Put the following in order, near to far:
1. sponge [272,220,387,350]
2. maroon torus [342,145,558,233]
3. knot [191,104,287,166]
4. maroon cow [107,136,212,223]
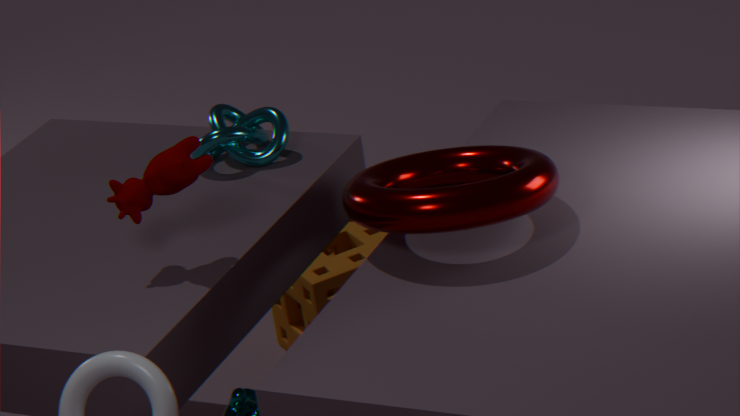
maroon cow [107,136,212,223] < maroon torus [342,145,558,233] < knot [191,104,287,166] < sponge [272,220,387,350]
